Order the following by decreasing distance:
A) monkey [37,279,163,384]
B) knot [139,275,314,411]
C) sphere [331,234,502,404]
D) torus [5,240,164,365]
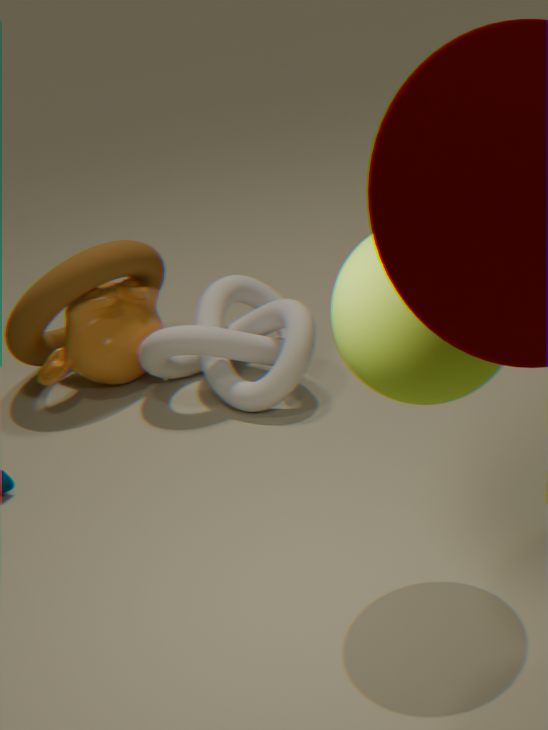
1. monkey [37,279,163,384]
2. torus [5,240,164,365]
3. knot [139,275,314,411]
4. sphere [331,234,502,404]
